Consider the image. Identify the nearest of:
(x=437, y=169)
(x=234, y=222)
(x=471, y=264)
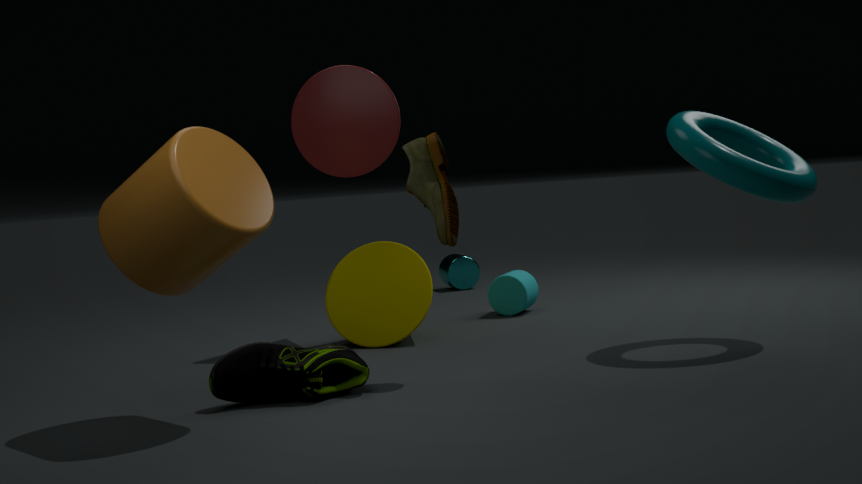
(x=234, y=222)
